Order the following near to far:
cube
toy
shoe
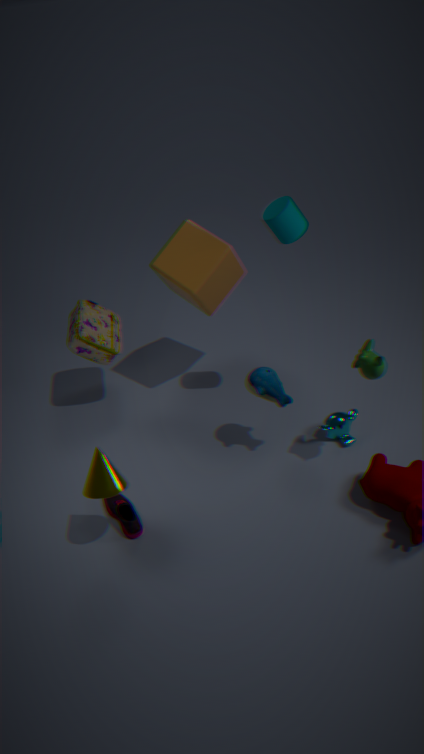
shoe, toy, cube
